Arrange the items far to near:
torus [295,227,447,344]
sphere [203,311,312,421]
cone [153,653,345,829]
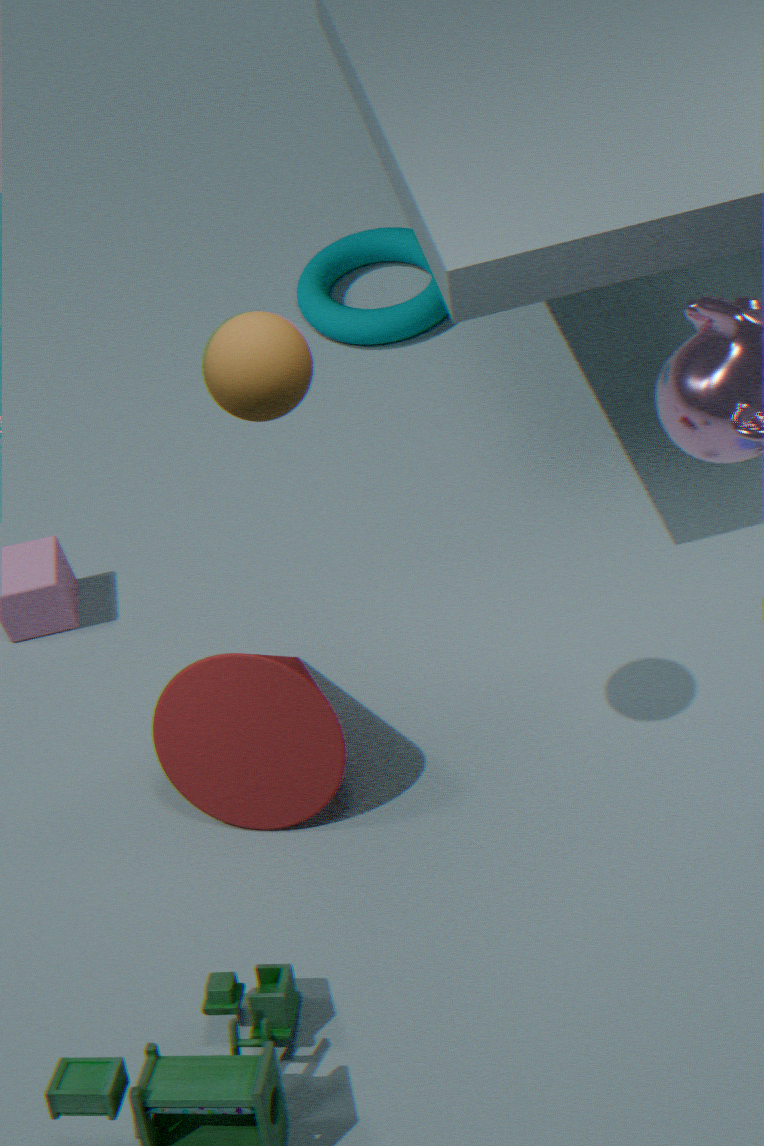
1. torus [295,227,447,344]
2. cone [153,653,345,829]
3. sphere [203,311,312,421]
